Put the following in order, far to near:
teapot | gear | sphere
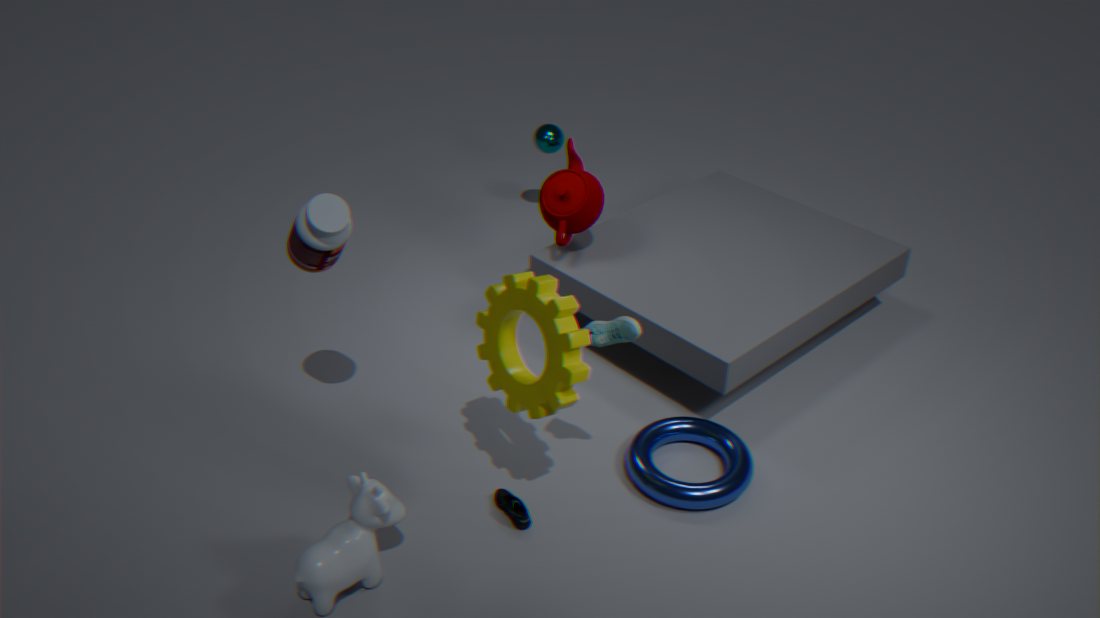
sphere
teapot
gear
